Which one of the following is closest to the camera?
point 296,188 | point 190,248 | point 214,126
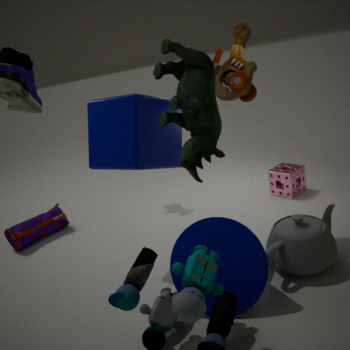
point 214,126
